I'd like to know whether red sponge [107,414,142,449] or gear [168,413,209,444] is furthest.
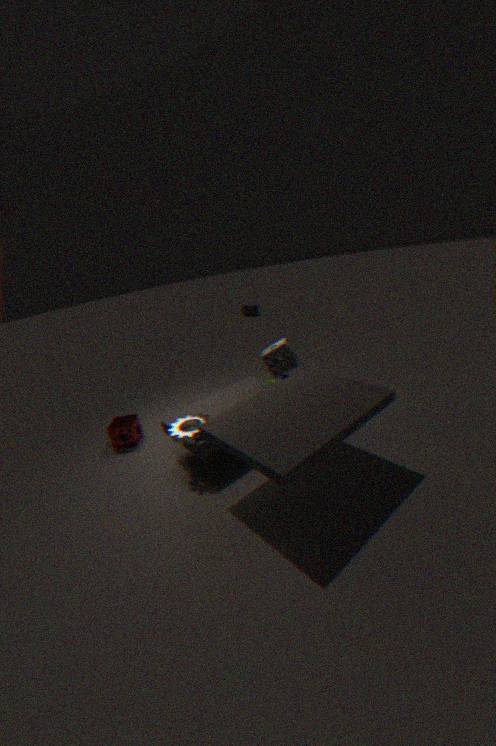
red sponge [107,414,142,449]
